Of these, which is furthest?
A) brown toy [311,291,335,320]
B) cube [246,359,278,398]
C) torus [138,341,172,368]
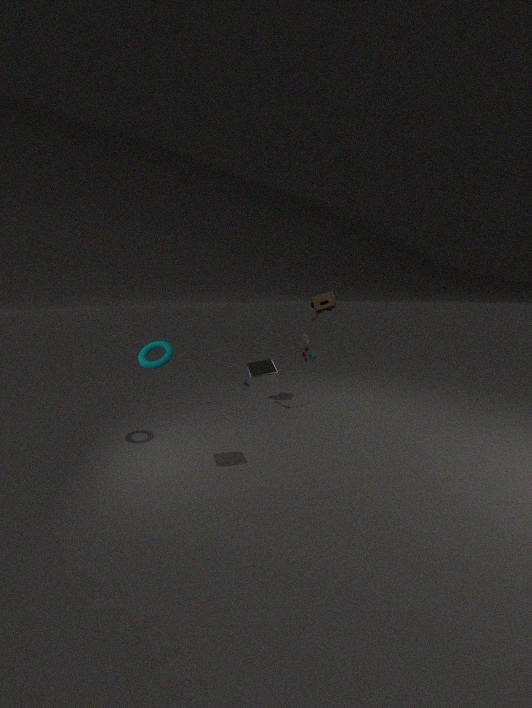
brown toy [311,291,335,320]
